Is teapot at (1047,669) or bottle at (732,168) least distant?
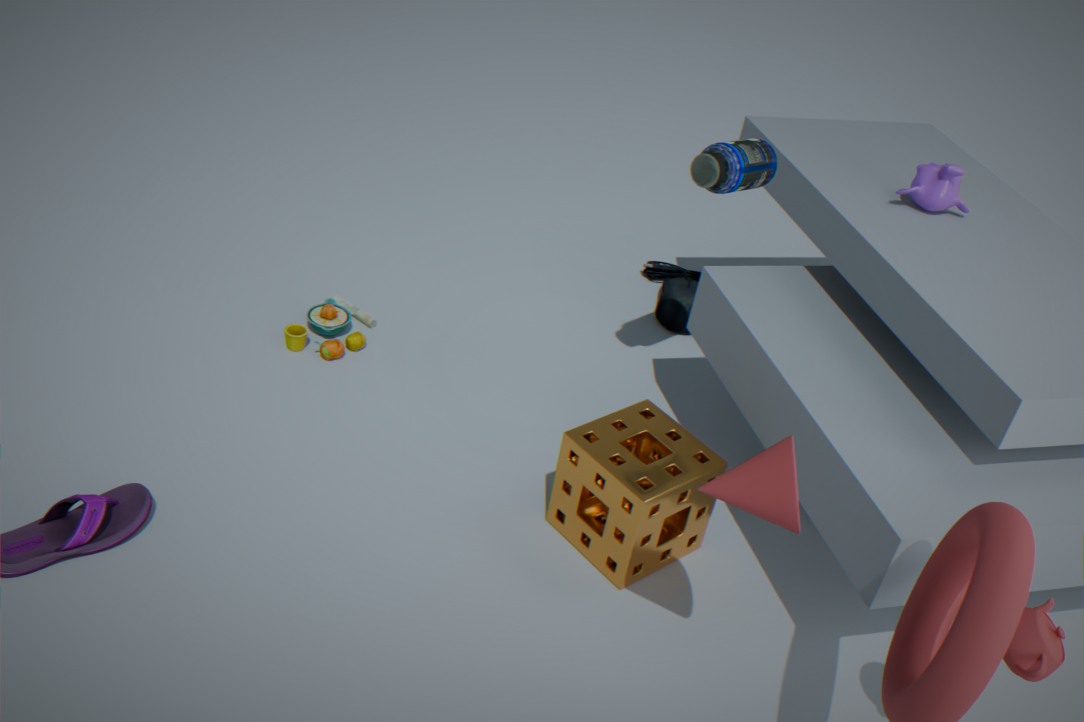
teapot at (1047,669)
